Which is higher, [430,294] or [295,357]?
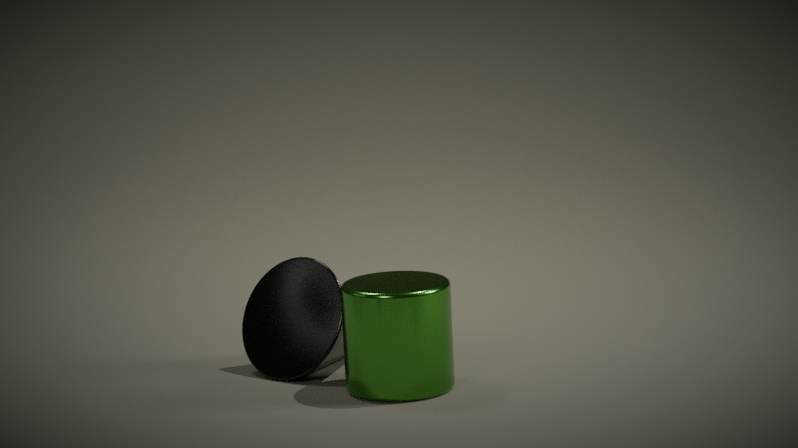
[430,294]
